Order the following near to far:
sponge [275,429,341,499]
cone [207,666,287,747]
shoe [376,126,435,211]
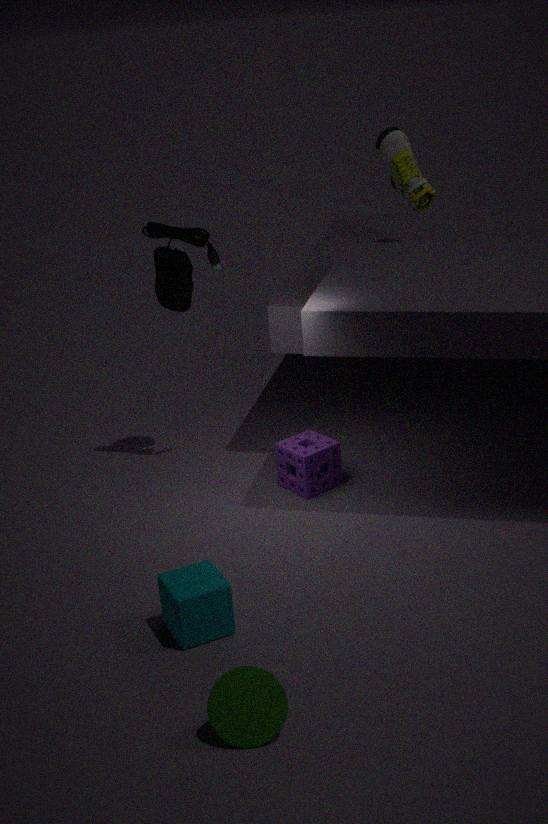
1. cone [207,666,287,747]
2. sponge [275,429,341,499]
3. shoe [376,126,435,211]
